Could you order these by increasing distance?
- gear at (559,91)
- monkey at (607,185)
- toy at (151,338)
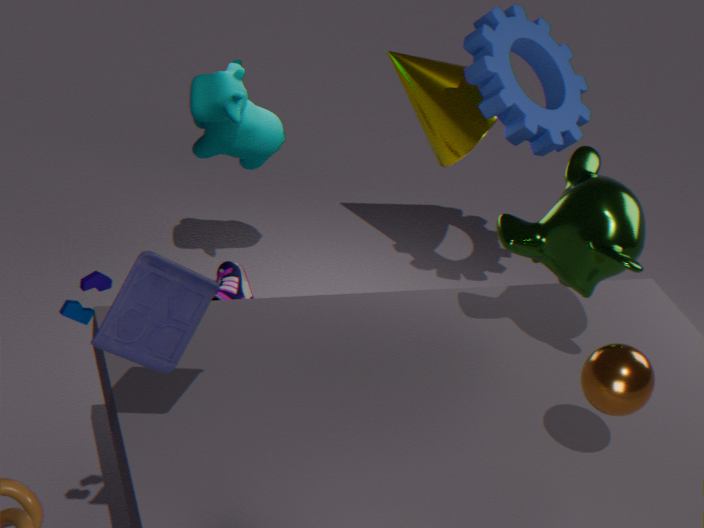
toy at (151,338), monkey at (607,185), gear at (559,91)
